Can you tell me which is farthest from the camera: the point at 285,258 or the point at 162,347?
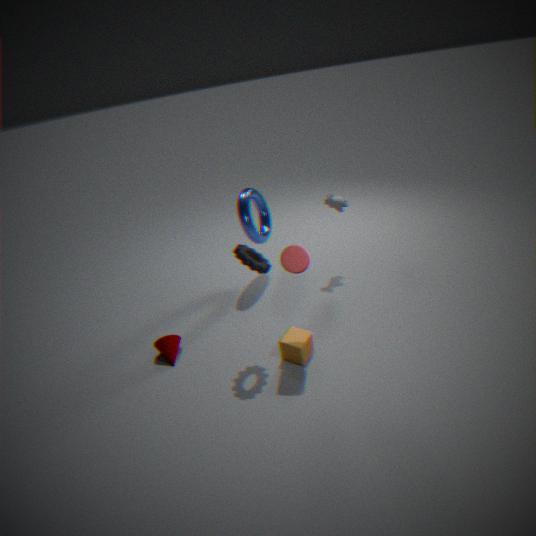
the point at 162,347
